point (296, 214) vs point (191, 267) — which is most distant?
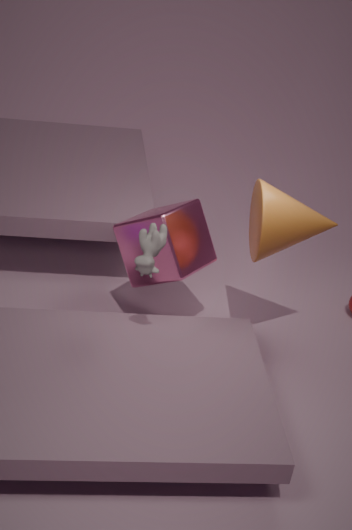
point (191, 267)
